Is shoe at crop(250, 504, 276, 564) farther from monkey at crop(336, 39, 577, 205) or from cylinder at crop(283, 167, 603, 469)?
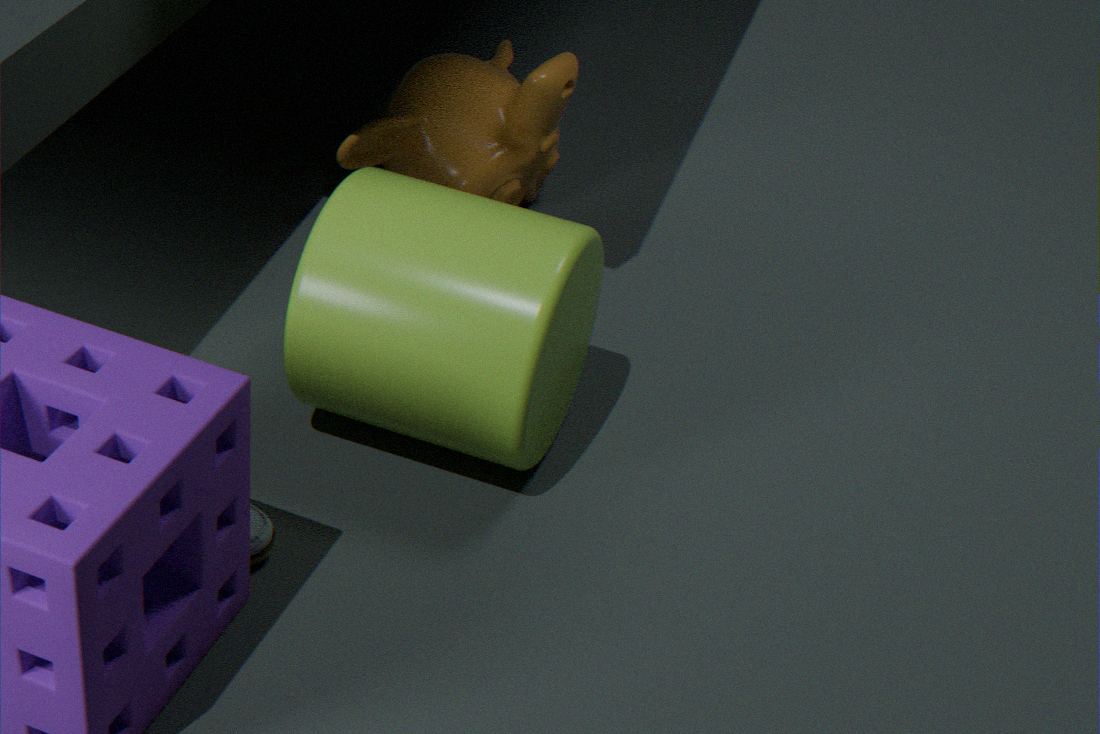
monkey at crop(336, 39, 577, 205)
